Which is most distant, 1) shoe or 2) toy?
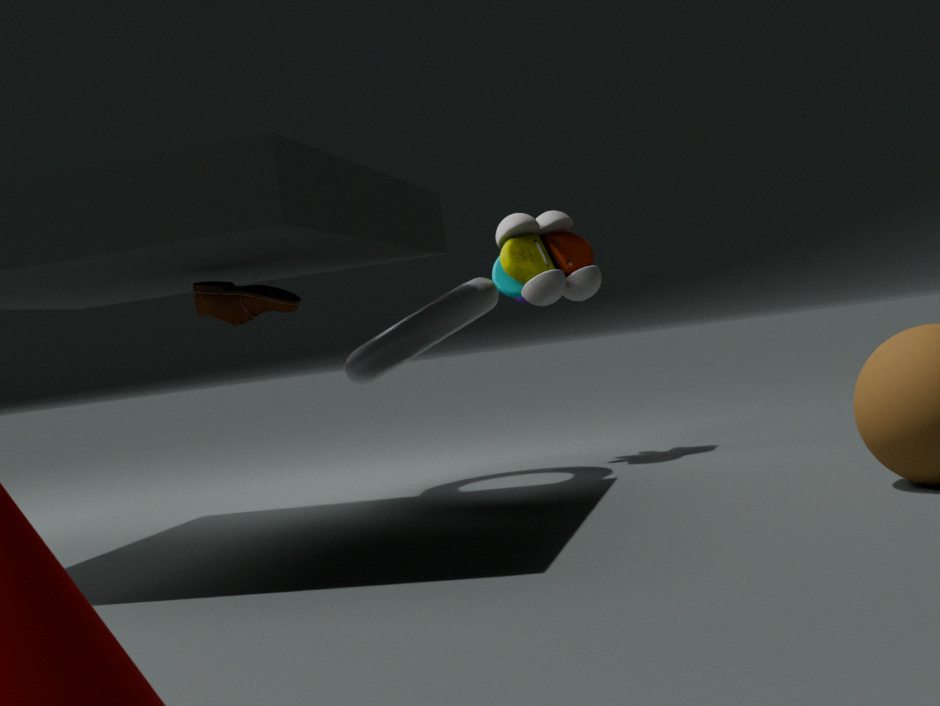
2. toy
